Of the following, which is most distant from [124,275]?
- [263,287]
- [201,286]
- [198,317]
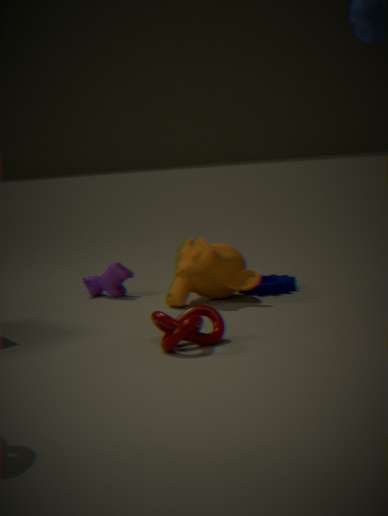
[198,317]
